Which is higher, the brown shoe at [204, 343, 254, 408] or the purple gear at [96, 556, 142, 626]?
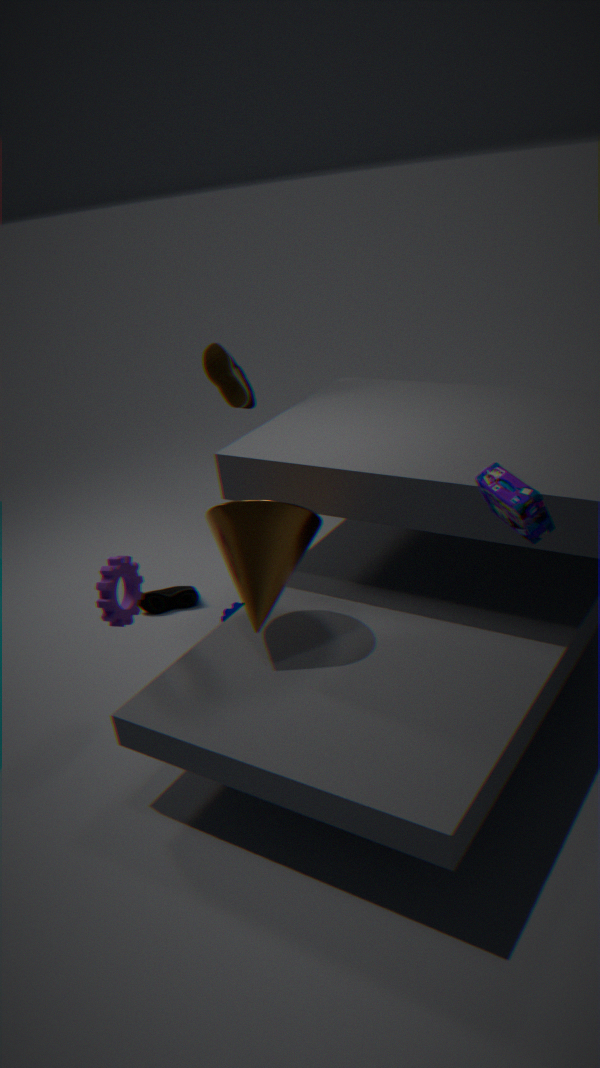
the brown shoe at [204, 343, 254, 408]
